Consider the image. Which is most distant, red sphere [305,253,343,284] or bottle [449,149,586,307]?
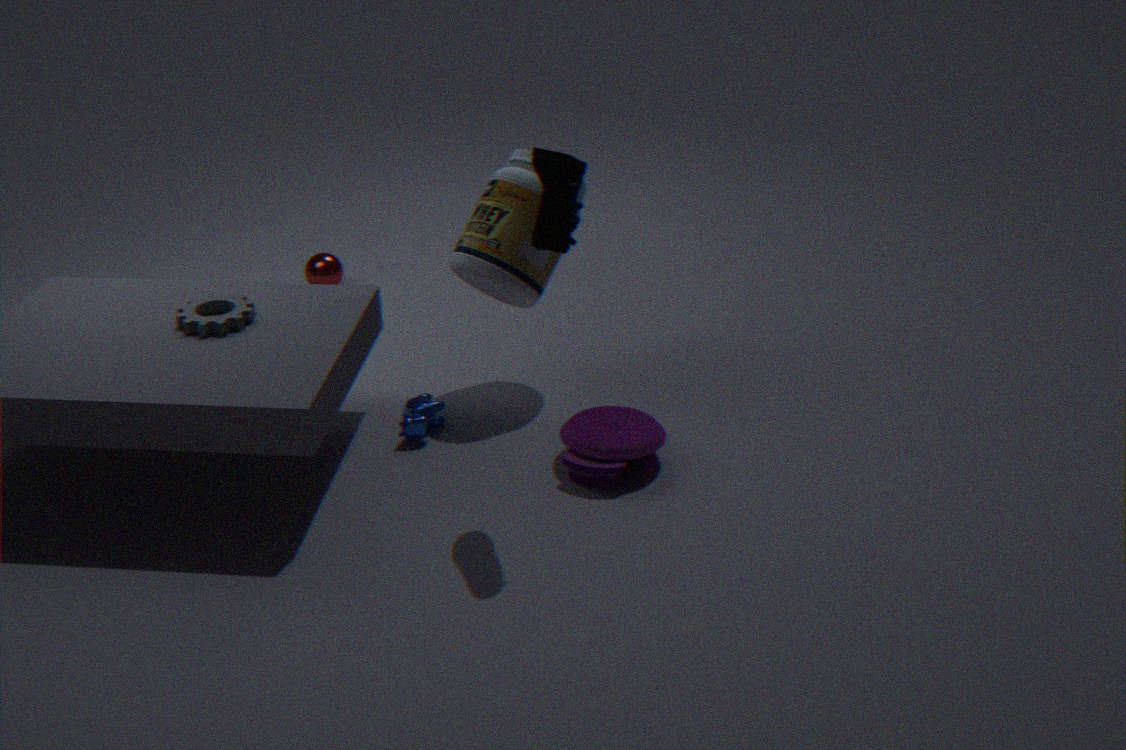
red sphere [305,253,343,284]
